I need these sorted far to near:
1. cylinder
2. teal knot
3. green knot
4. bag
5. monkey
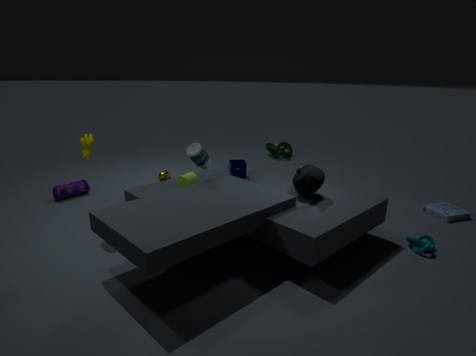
green knot < monkey < bag < cylinder < teal knot
